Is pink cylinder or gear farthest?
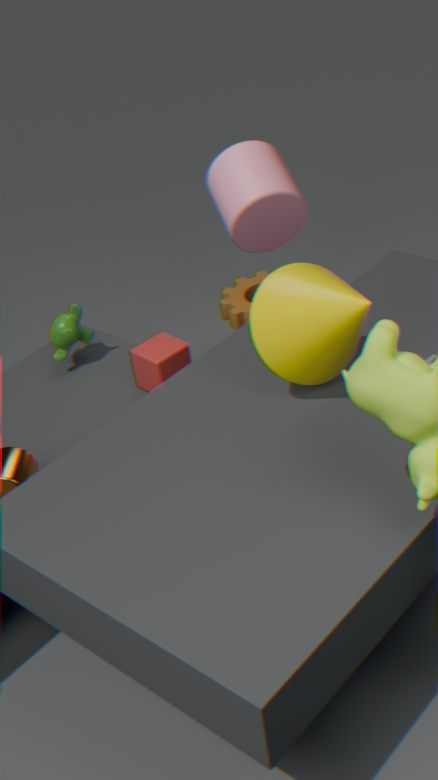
gear
